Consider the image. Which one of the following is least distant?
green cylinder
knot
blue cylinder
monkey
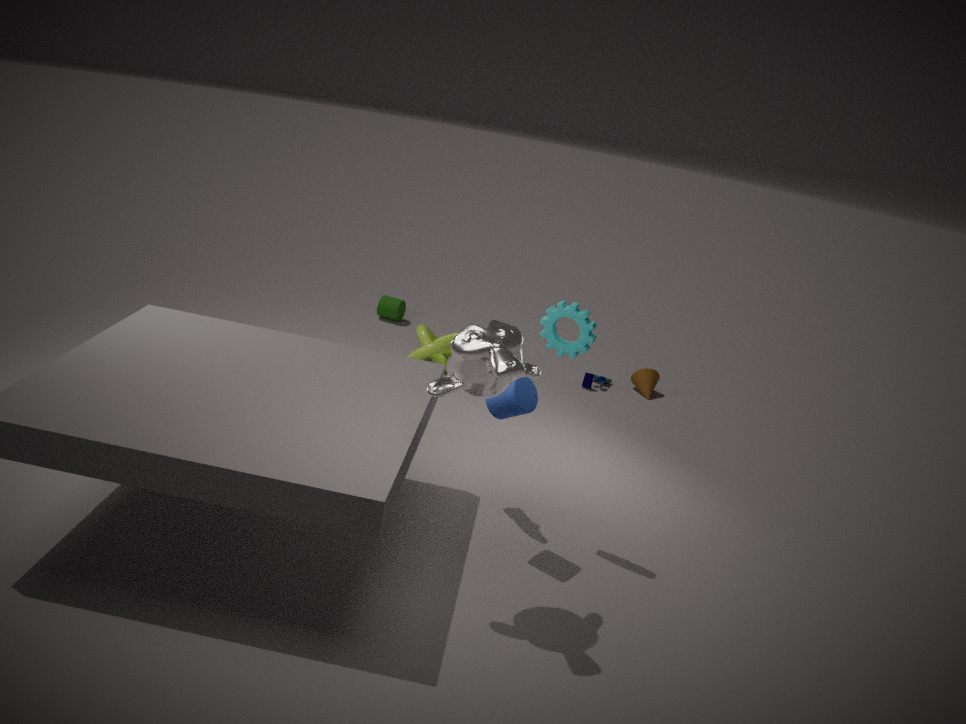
monkey
